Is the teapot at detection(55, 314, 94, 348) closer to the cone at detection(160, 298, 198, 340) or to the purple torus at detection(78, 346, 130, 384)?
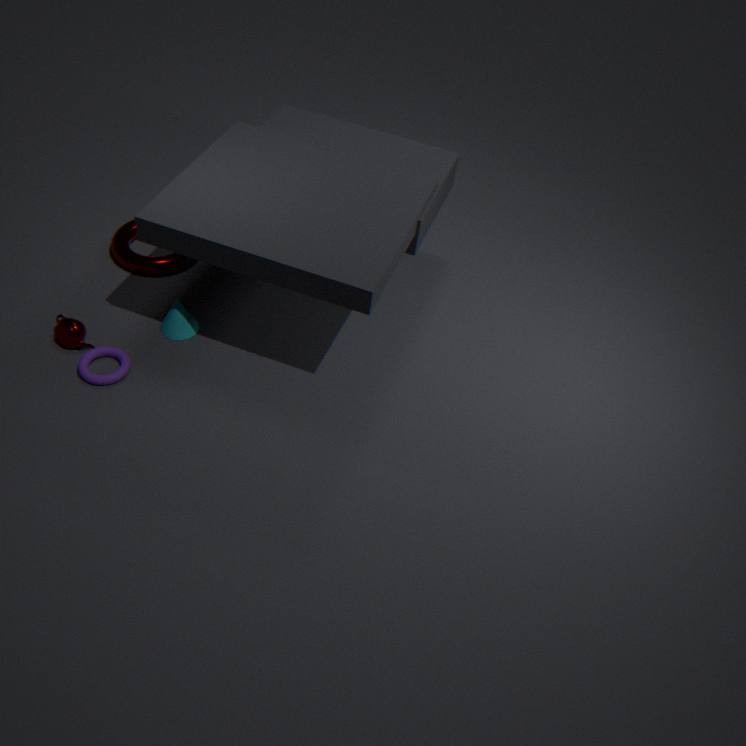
the purple torus at detection(78, 346, 130, 384)
